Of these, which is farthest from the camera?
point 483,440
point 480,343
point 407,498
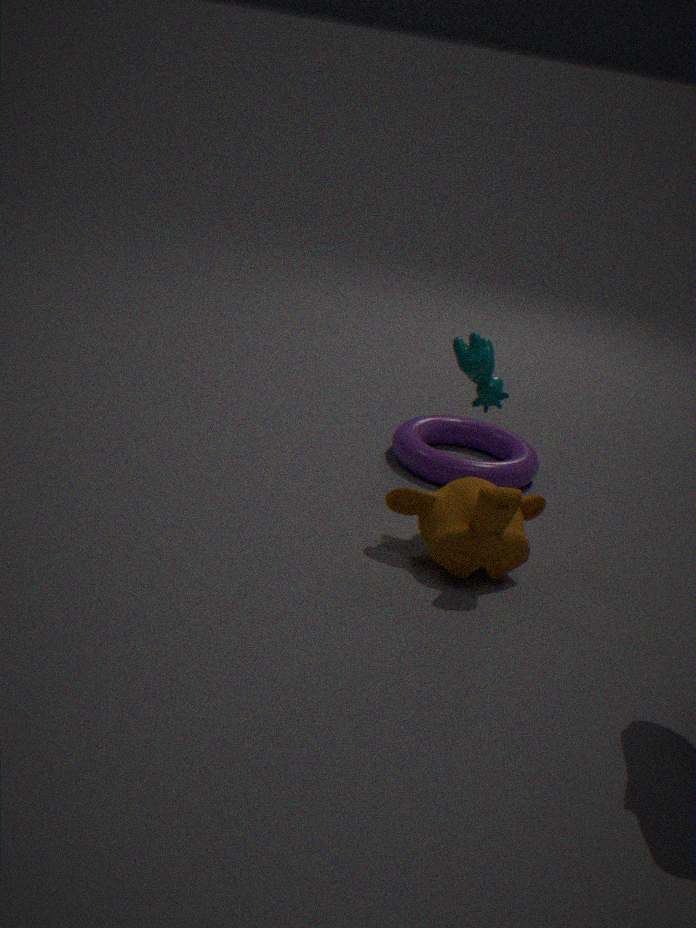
point 483,440
